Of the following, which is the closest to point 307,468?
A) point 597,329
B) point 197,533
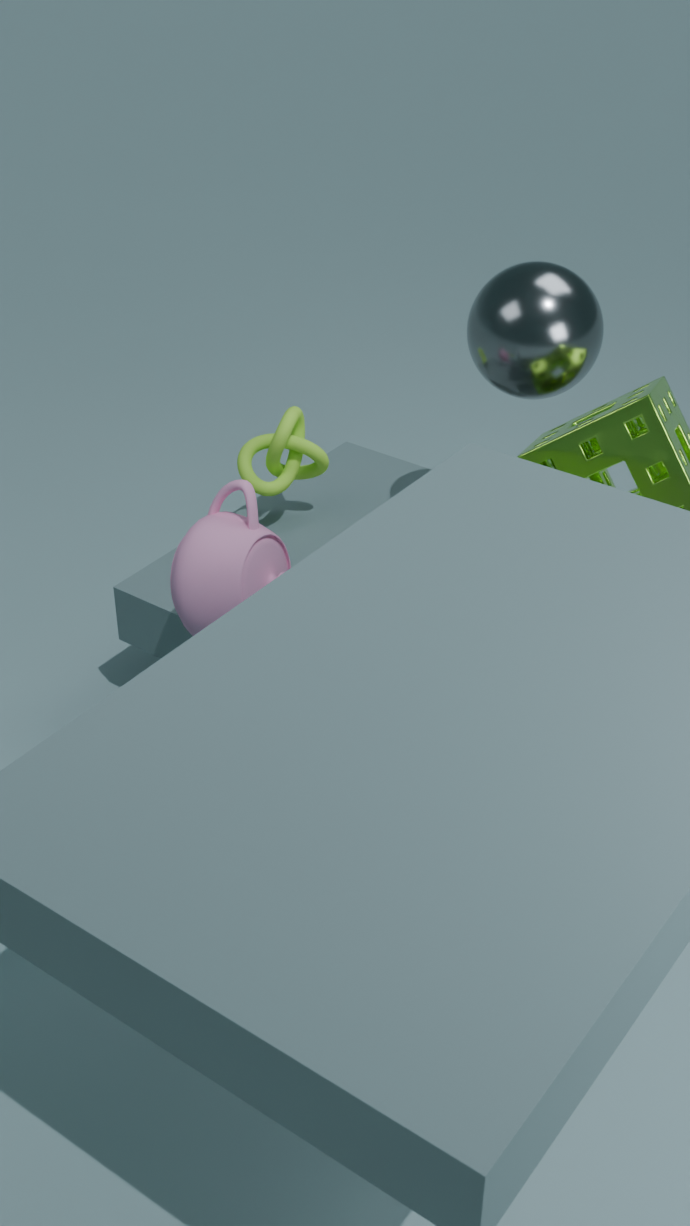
point 197,533
